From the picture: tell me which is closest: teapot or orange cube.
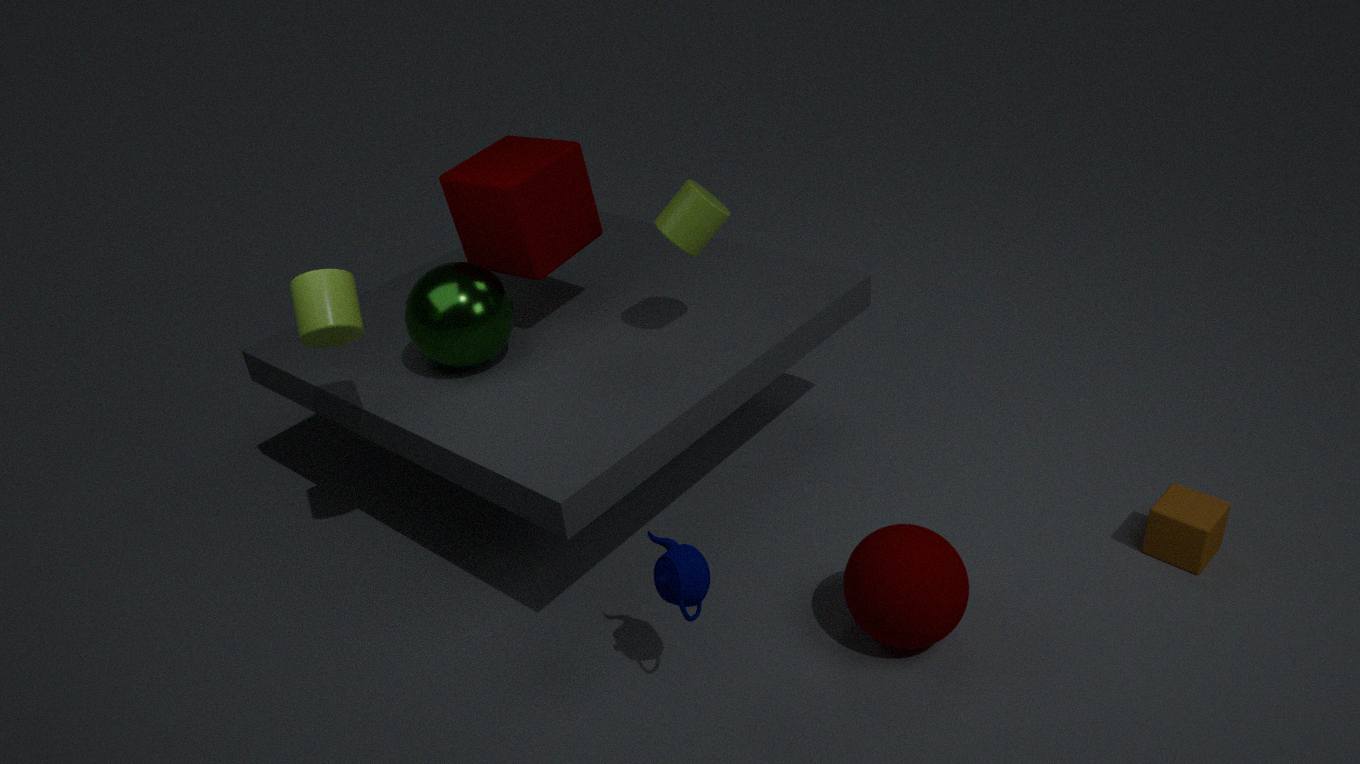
teapot
